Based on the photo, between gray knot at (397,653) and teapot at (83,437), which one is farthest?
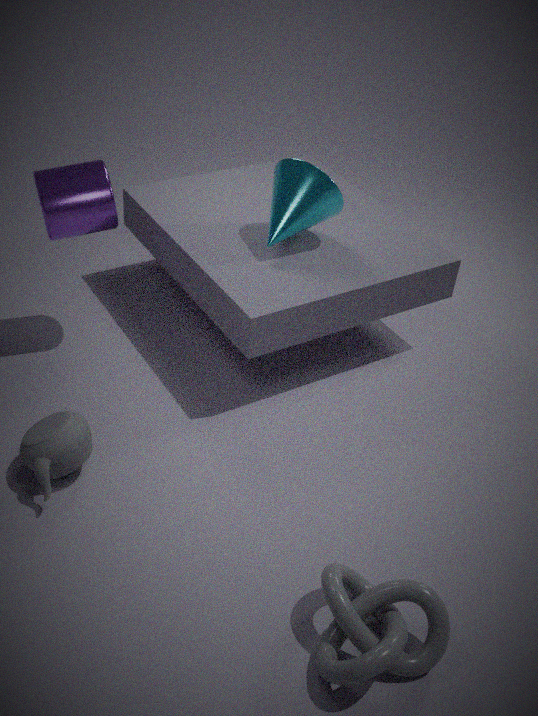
teapot at (83,437)
